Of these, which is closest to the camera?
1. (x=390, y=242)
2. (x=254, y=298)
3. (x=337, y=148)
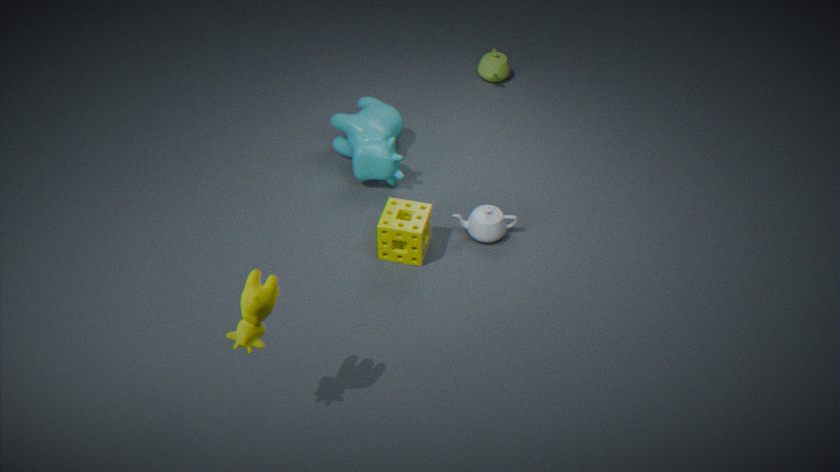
(x=254, y=298)
